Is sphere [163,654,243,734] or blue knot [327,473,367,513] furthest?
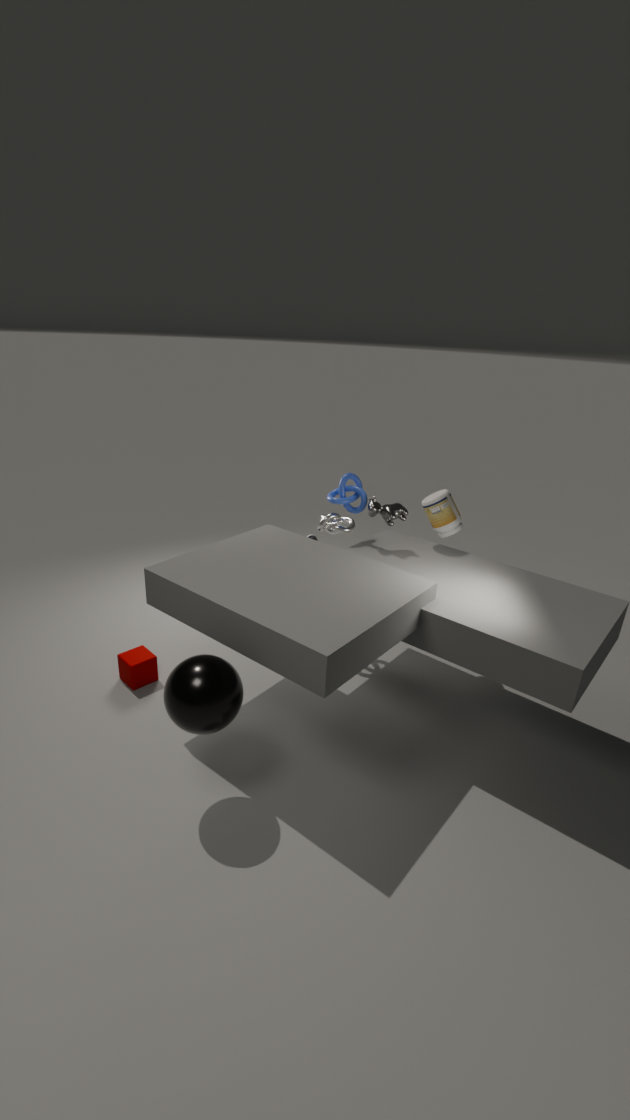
blue knot [327,473,367,513]
